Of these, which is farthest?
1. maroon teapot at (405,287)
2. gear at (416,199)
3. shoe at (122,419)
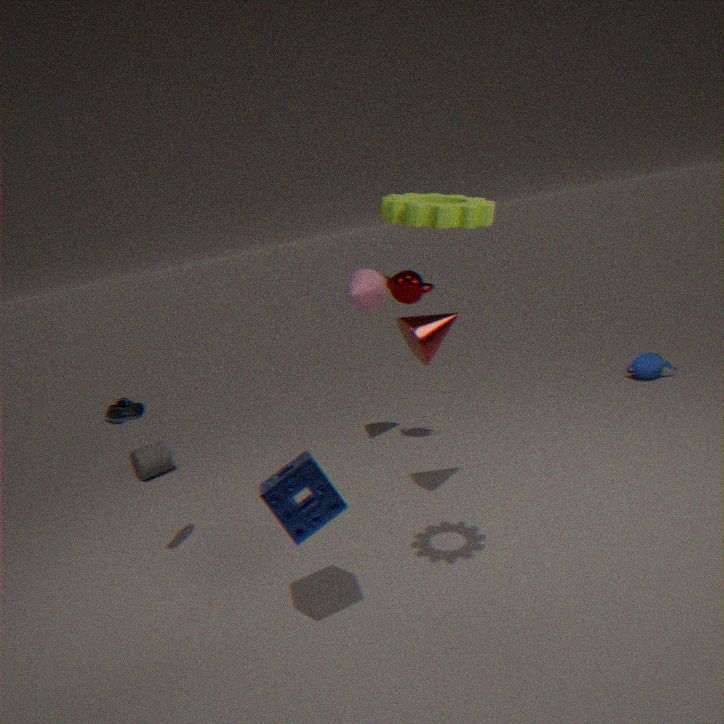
maroon teapot at (405,287)
